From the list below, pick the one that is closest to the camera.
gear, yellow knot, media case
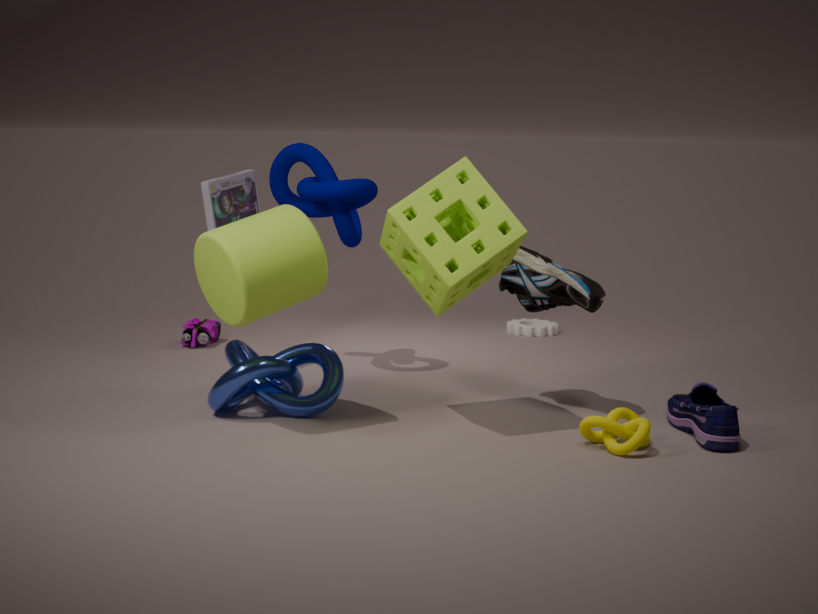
yellow knot
